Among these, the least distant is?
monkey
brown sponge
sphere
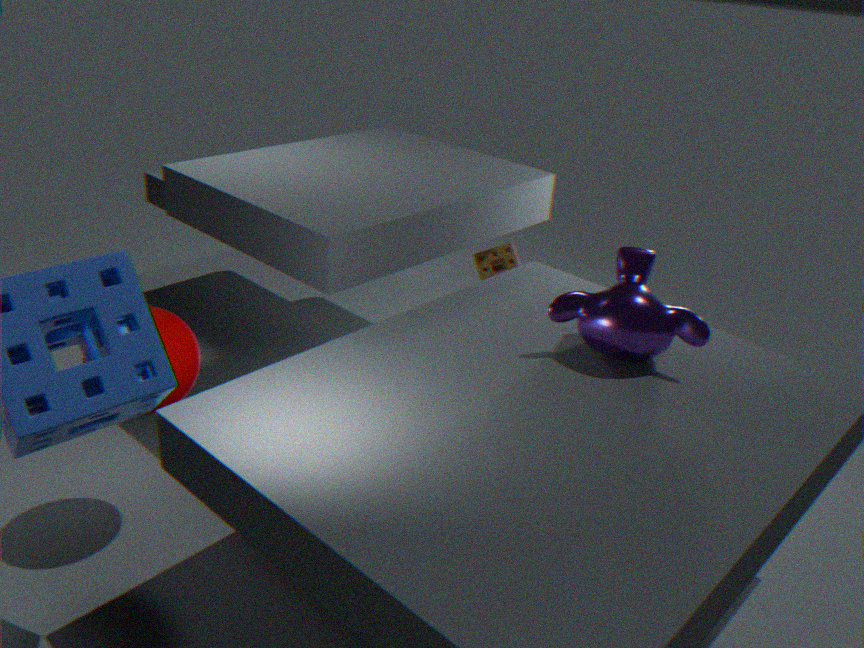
monkey
